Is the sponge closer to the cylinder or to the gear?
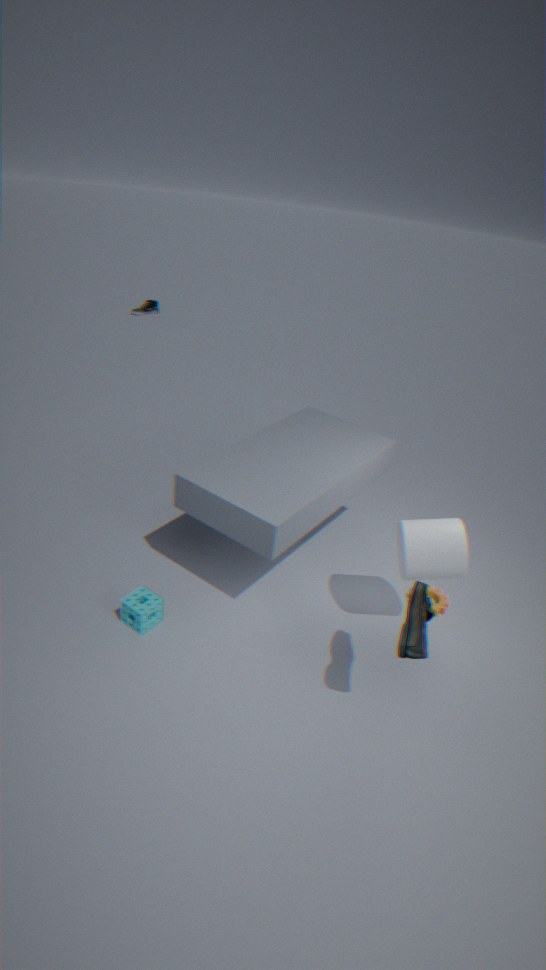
the cylinder
